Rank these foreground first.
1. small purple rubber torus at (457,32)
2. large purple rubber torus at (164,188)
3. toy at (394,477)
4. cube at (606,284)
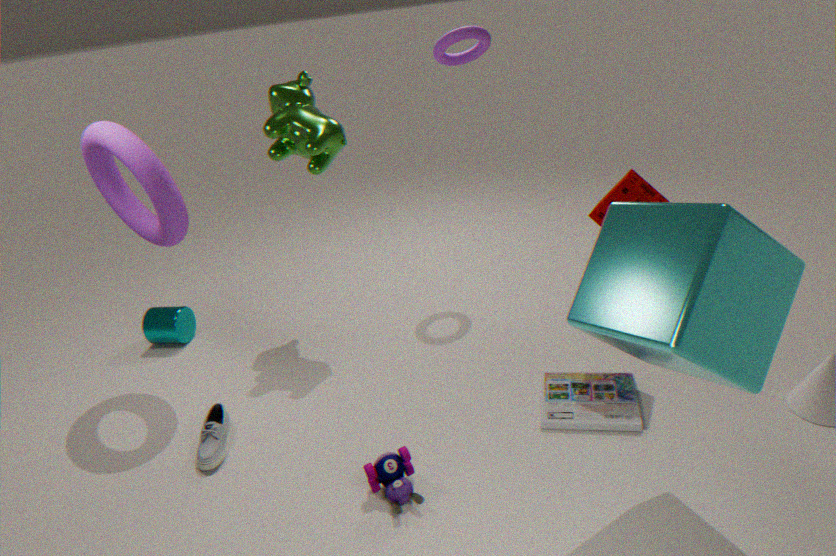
1. cube at (606,284)
2. toy at (394,477)
3. large purple rubber torus at (164,188)
4. small purple rubber torus at (457,32)
